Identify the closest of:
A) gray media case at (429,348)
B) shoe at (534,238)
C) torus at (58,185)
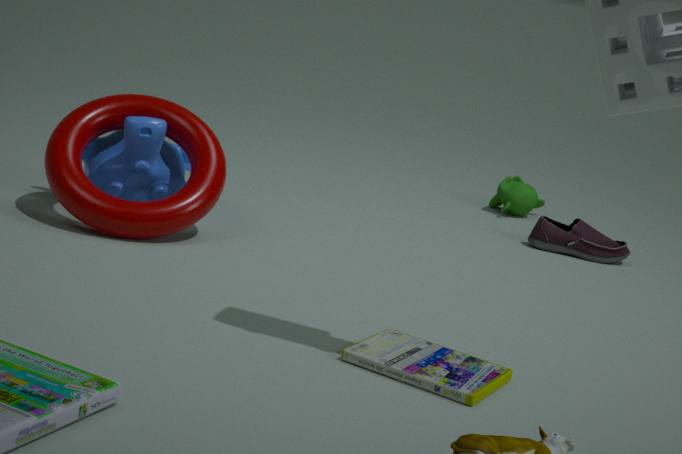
gray media case at (429,348)
